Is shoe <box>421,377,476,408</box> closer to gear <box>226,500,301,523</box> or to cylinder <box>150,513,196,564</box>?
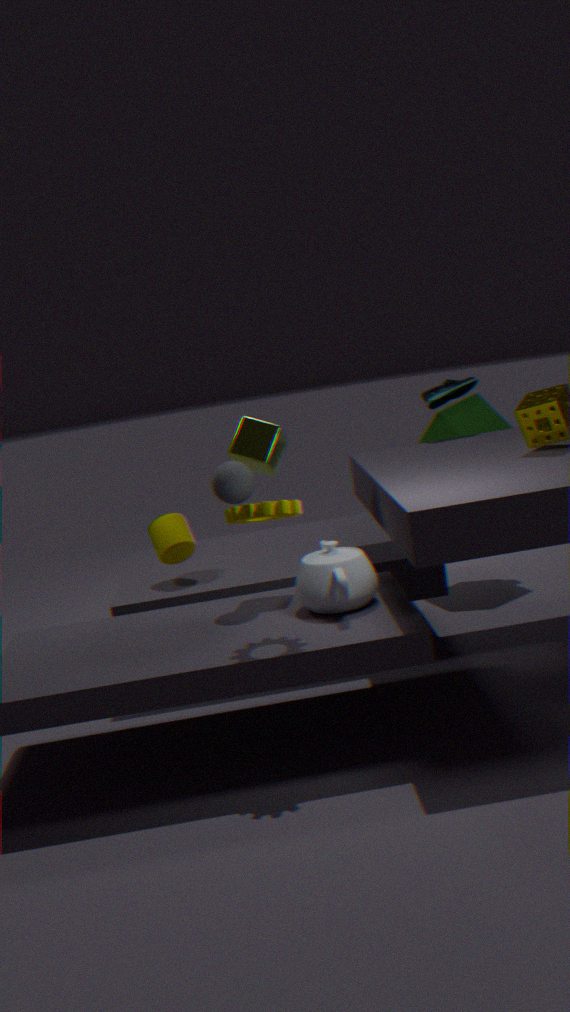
cylinder <box>150,513,196,564</box>
